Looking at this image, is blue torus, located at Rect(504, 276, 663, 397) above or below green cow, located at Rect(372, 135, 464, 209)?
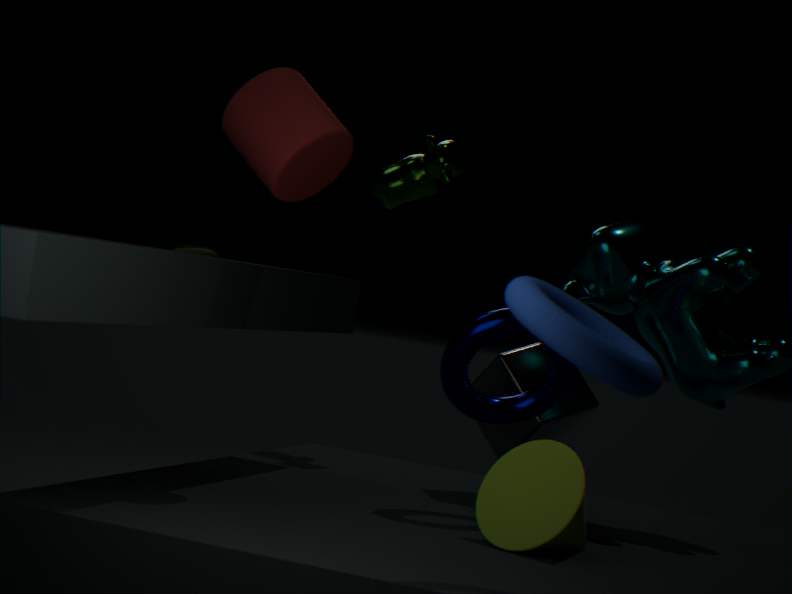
below
